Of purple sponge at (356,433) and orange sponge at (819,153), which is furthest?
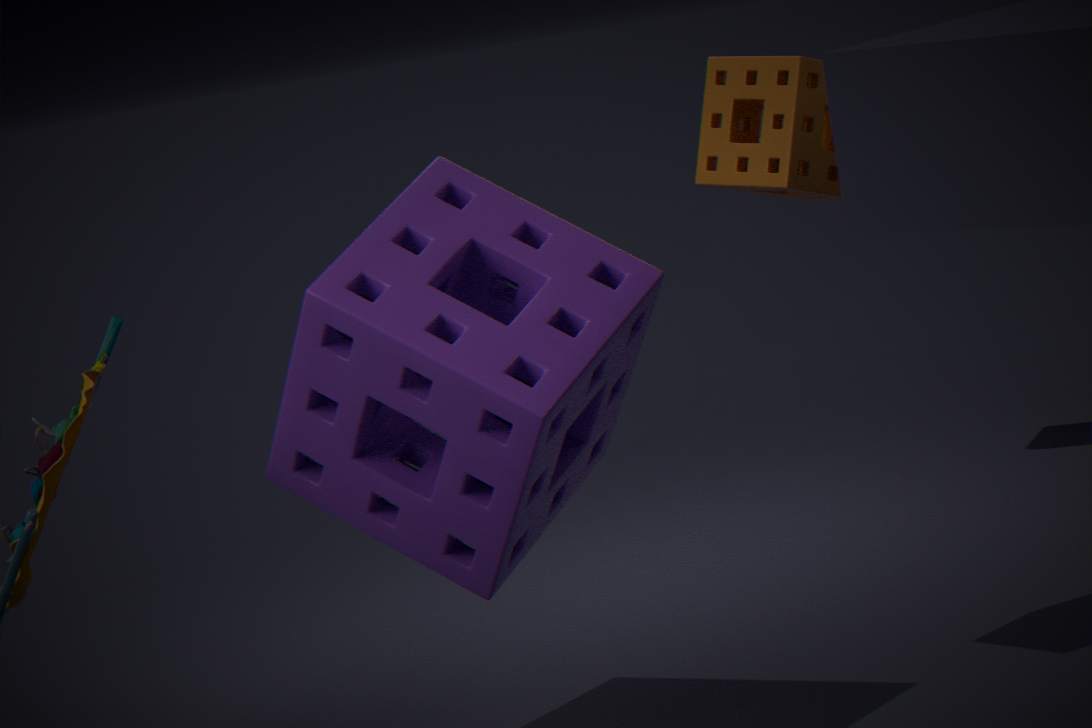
orange sponge at (819,153)
